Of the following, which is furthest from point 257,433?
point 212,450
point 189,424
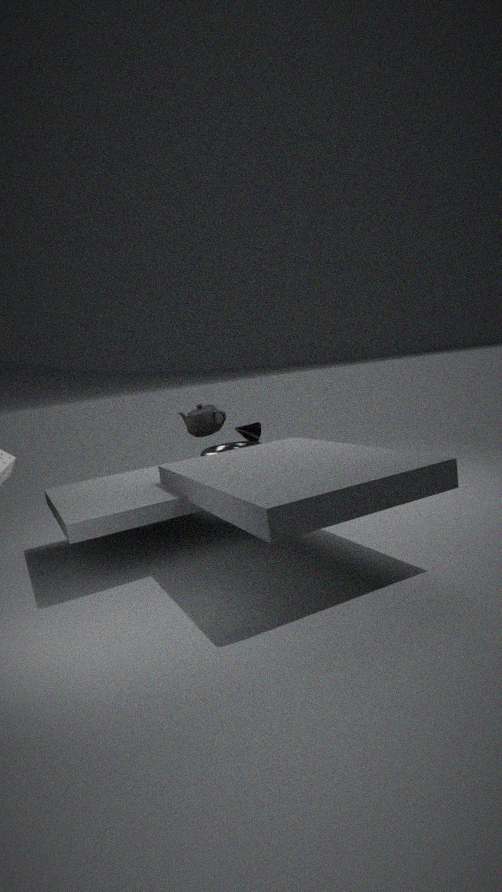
point 189,424
